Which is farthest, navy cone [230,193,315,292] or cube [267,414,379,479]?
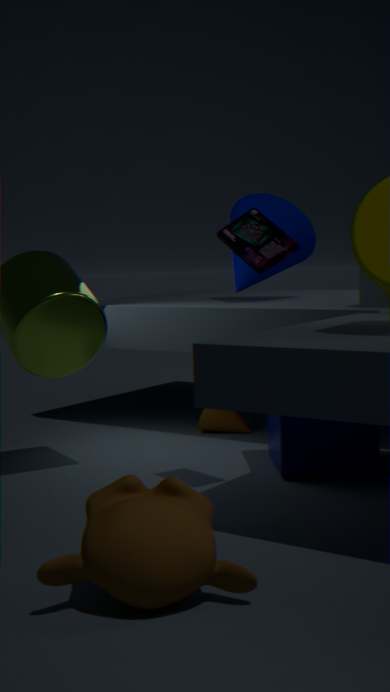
navy cone [230,193,315,292]
